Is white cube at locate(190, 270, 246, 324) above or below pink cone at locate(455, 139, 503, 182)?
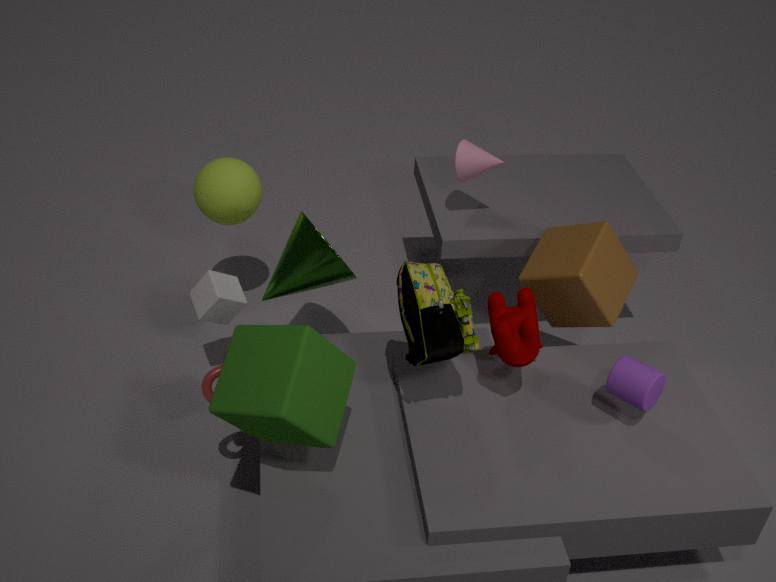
below
